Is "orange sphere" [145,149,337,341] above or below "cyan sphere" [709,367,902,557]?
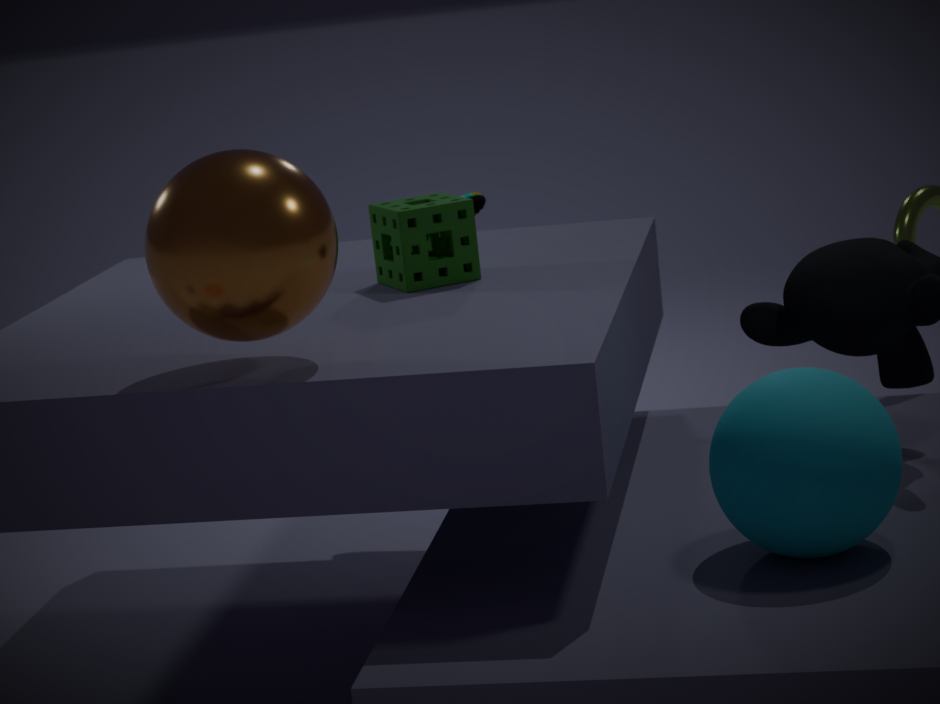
above
